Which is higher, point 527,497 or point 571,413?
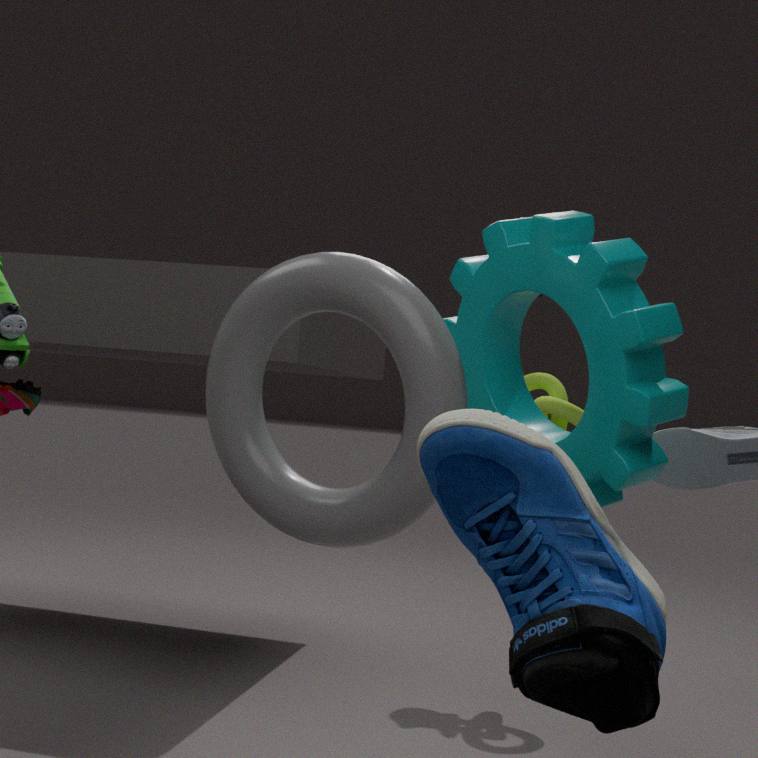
point 571,413
